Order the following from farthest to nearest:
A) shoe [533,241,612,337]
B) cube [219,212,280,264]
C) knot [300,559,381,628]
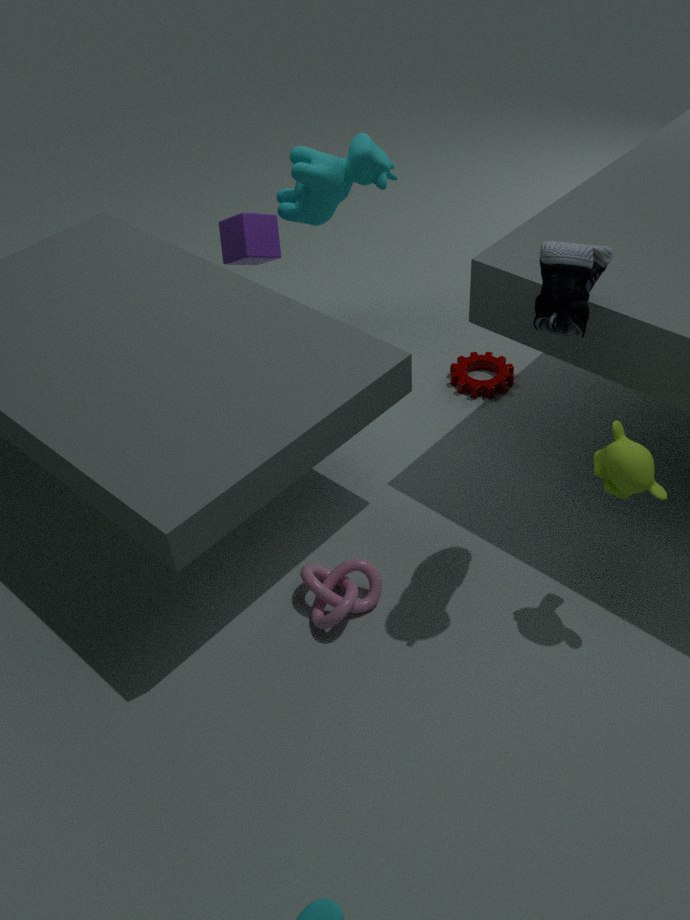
1. cube [219,212,280,264]
2. knot [300,559,381,628]
3. shoe [533,241,612,337]
